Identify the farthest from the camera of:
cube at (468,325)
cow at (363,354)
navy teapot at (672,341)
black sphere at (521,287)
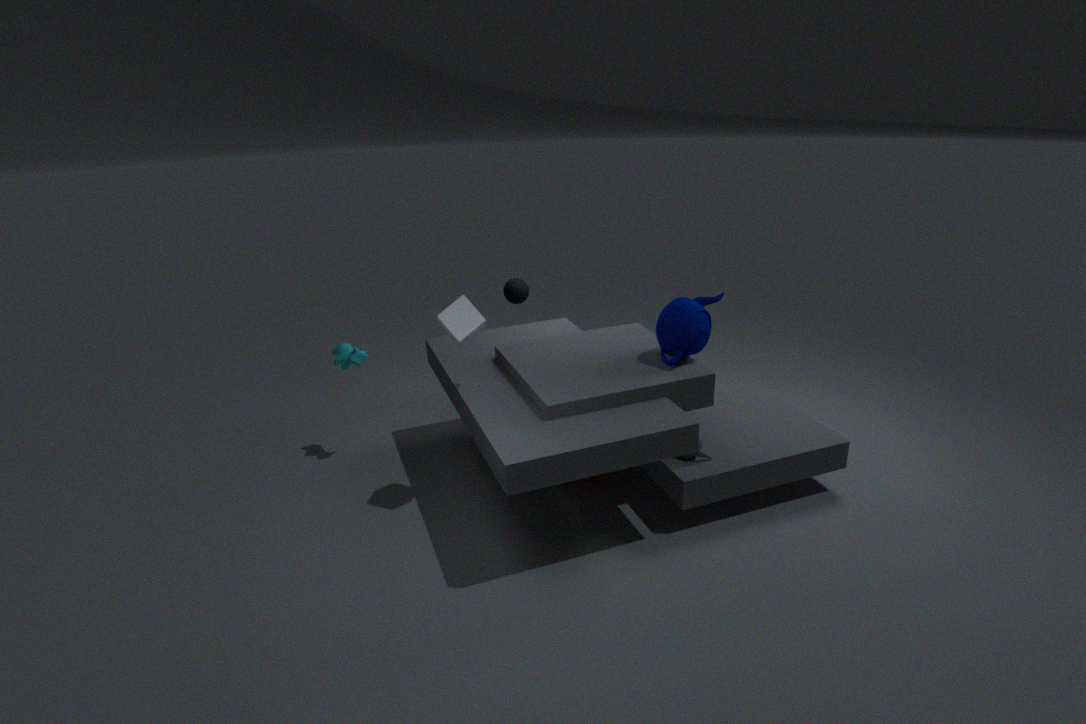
black sphere at (521,287)
